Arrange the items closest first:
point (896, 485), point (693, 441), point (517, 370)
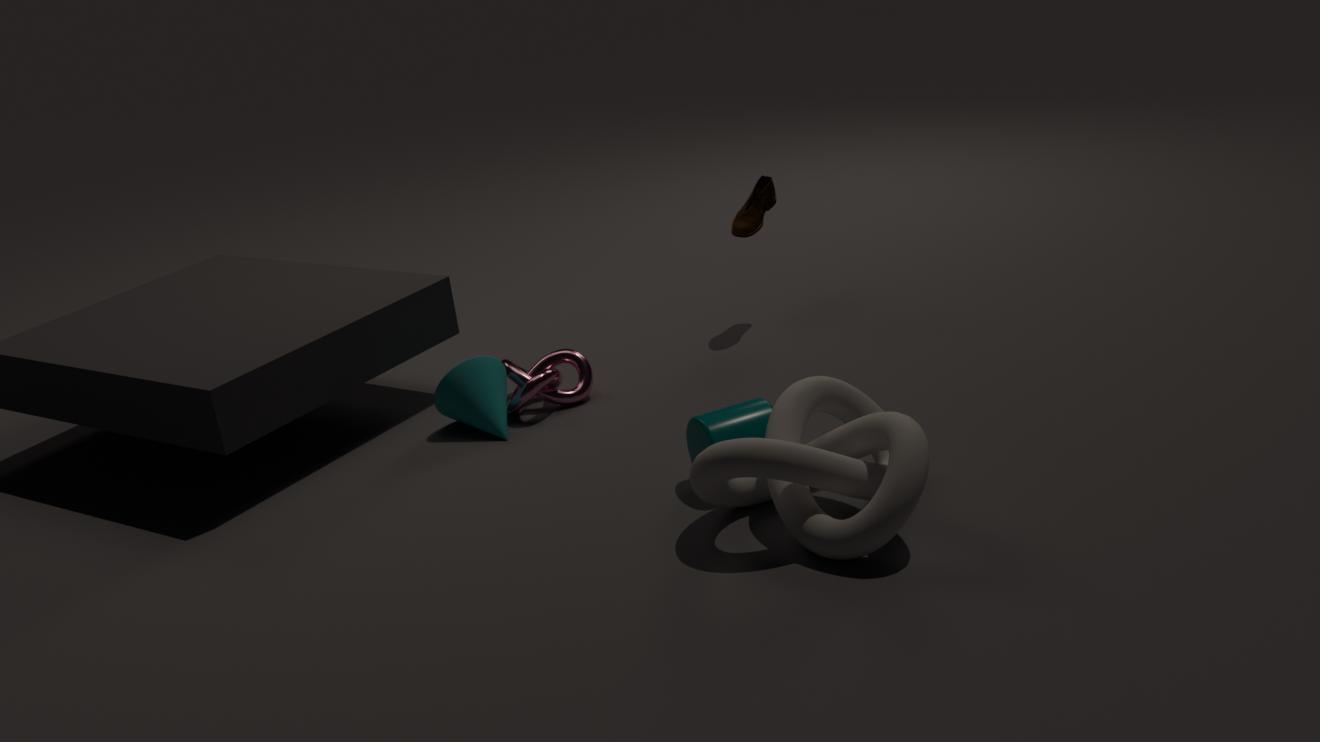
point (896, 485) < point (693, 441) < point (517, 370)
